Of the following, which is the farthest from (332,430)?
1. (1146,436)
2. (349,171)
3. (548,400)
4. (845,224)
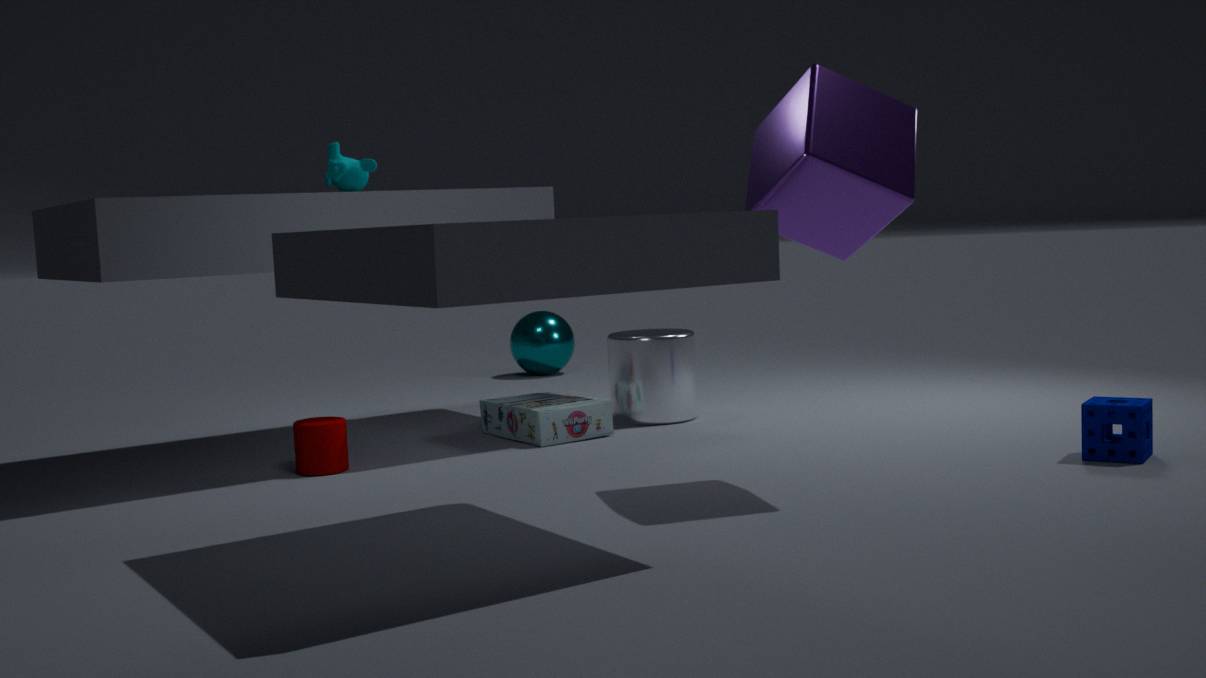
(1146,436)
